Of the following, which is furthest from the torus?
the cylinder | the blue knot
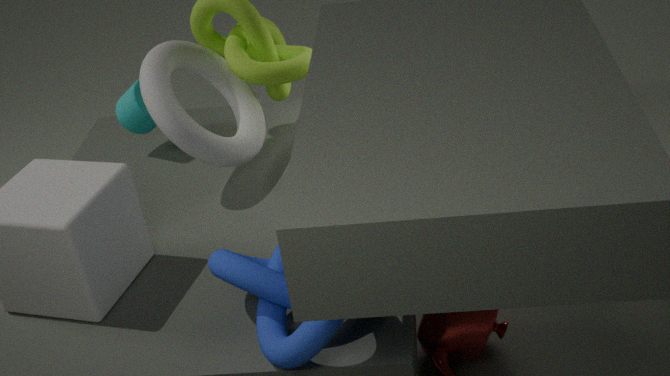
the blue knot
